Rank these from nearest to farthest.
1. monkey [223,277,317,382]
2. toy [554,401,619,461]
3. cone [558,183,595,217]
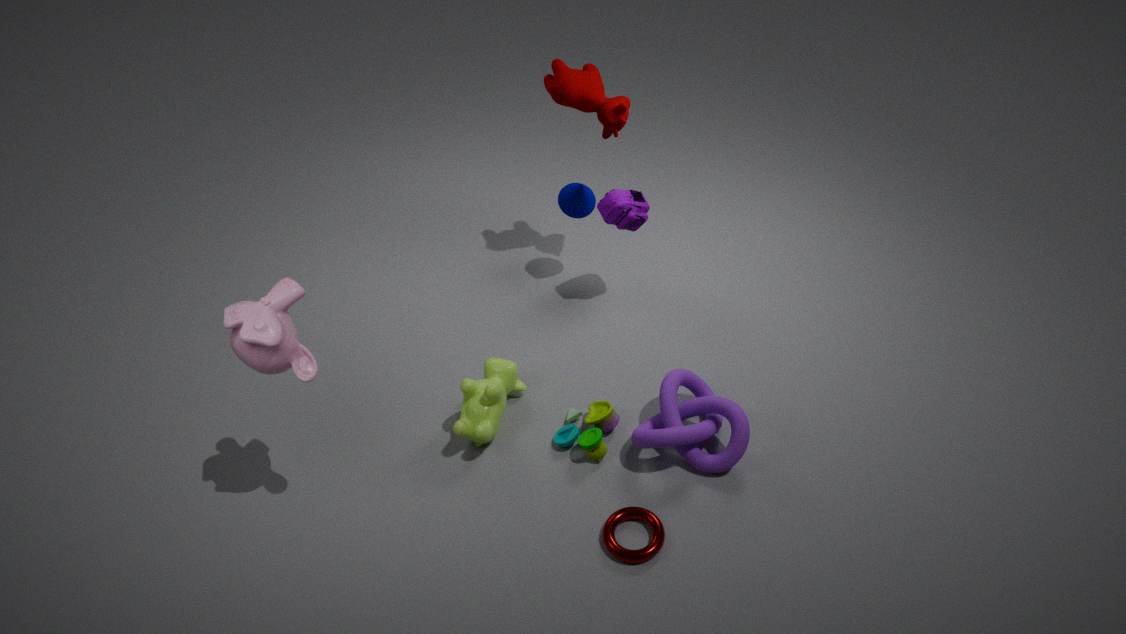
monkey [223,277,317,382], toy [554,401,619,461], cone [558,183,595,217]
